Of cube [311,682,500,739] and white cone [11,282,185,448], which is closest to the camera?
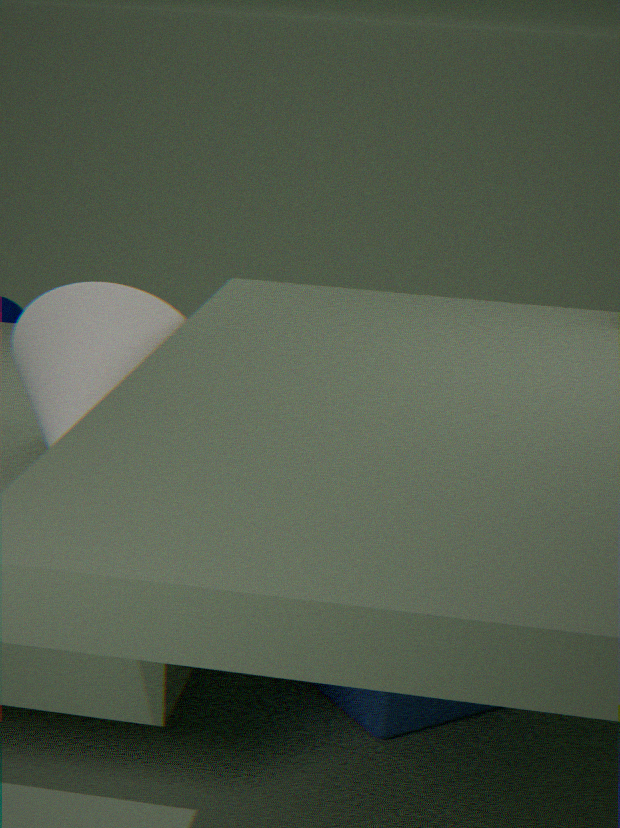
cube [311,682,500,739]
